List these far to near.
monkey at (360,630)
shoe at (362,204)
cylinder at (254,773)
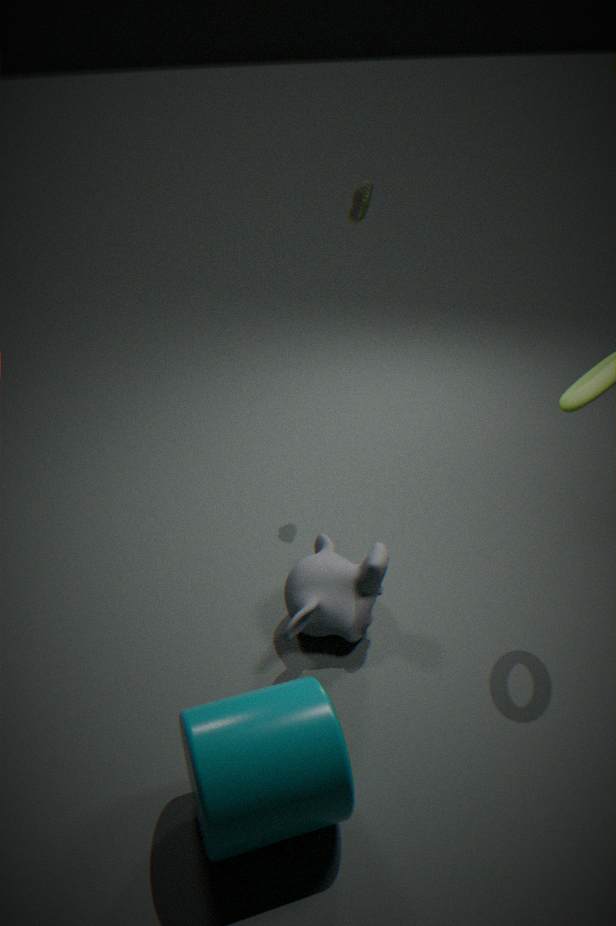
1. shoe at (362,204)
2. monkey at (360,630)
3. cylinder at (254,773)
